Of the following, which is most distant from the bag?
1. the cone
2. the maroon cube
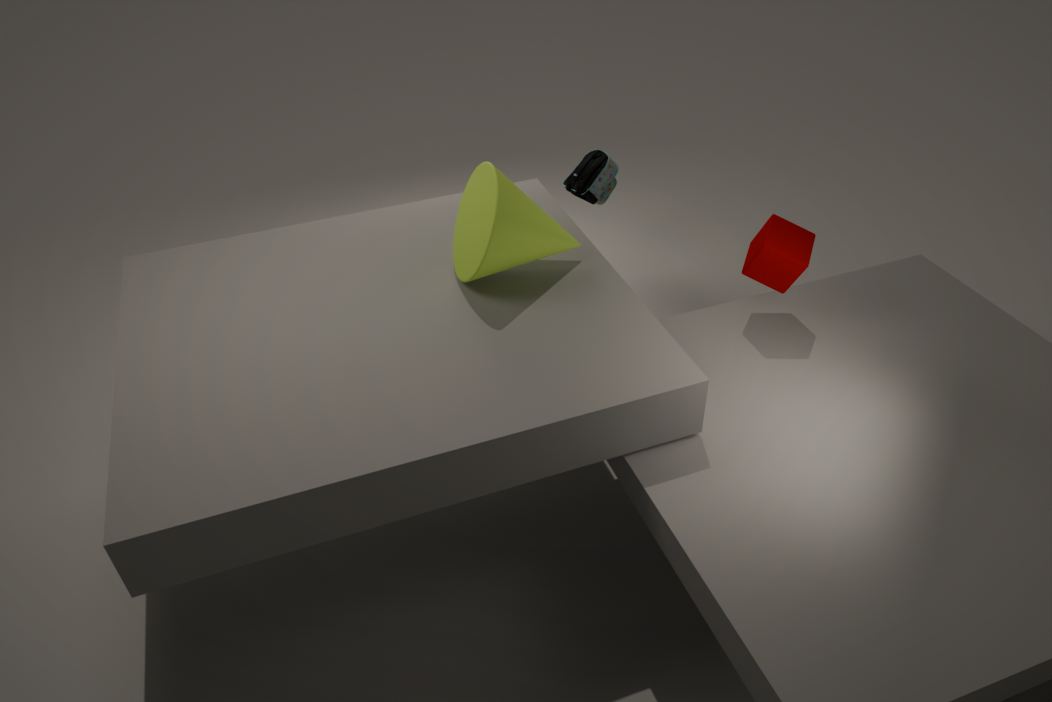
the maroon cube
